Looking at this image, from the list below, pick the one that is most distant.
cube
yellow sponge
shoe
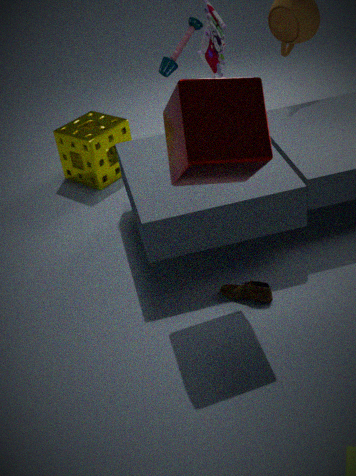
yellow sponge
